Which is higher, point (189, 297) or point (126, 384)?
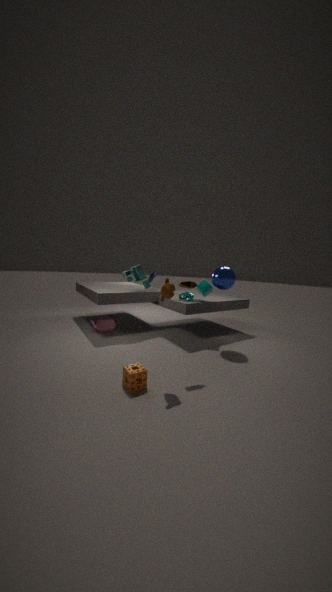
point (189, 297)
